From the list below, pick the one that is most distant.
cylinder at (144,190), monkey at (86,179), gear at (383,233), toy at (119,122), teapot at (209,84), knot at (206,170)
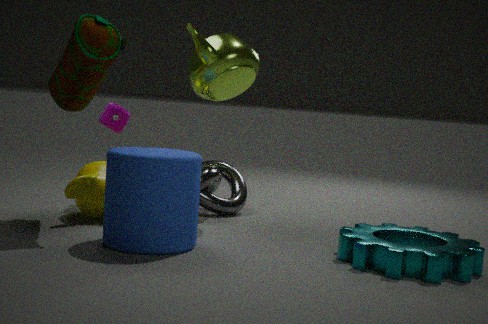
toy at (119,122)
